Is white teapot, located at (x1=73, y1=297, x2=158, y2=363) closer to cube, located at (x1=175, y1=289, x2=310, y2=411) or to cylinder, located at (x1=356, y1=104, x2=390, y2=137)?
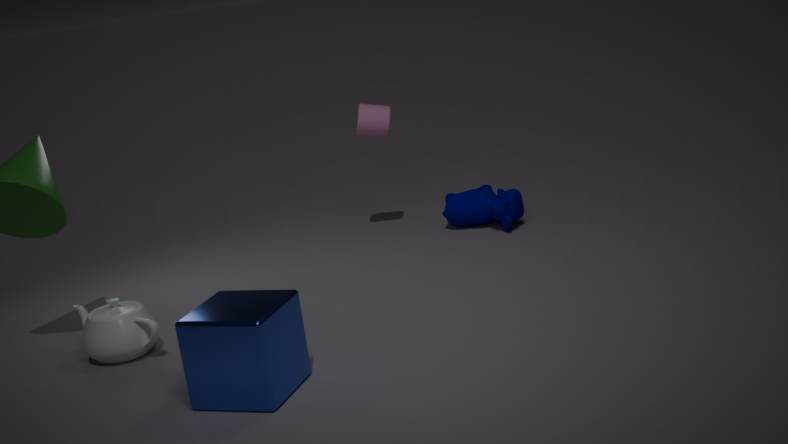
cube, located at (x1=175, y1=289, x2=310, y2=411)
